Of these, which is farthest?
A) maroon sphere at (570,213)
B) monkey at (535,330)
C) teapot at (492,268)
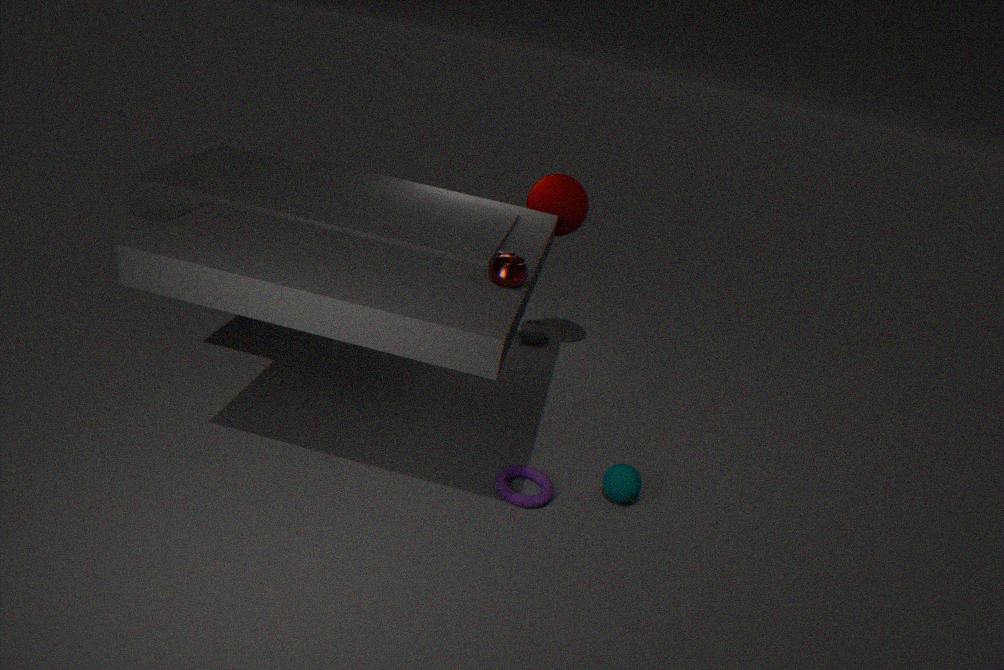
monkey at (535,330)
